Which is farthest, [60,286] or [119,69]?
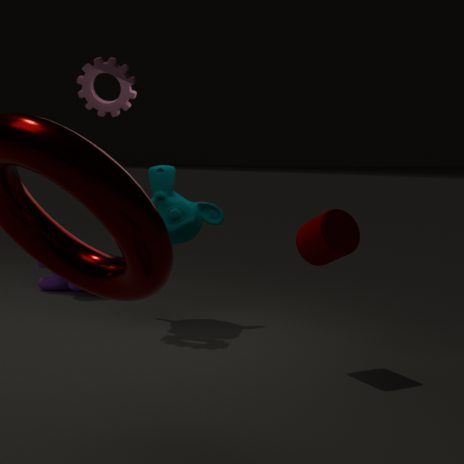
[60,286]
